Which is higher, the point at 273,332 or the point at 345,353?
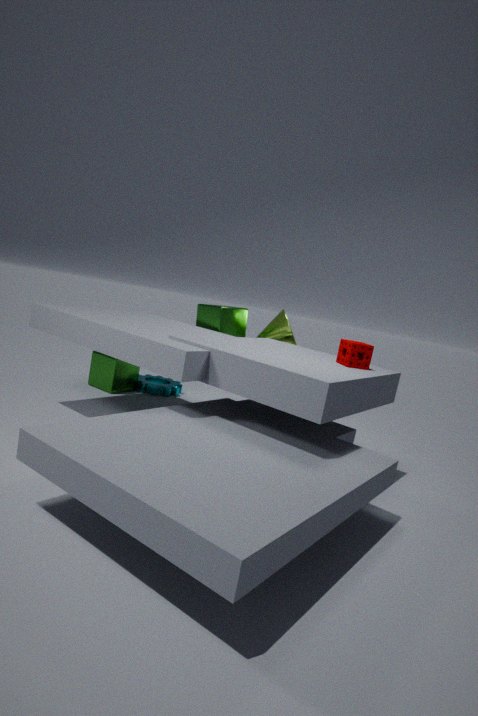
the point at 345,353
